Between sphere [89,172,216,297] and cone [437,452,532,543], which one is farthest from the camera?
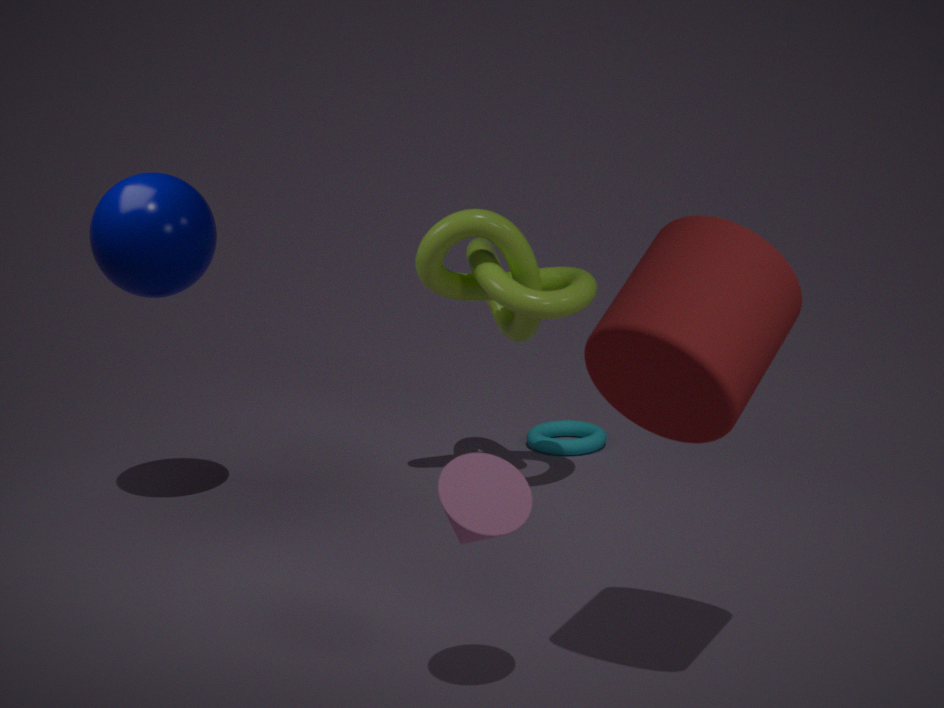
sphere [89,172,216,297]
